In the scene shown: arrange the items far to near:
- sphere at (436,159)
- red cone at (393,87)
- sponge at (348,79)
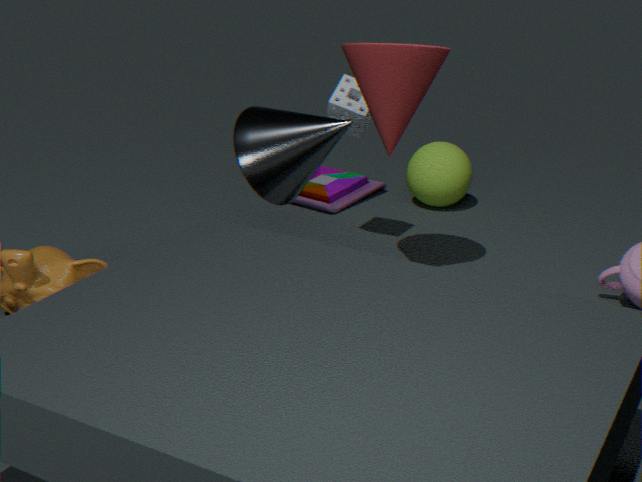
1. sphere at (436,159)
2. sponge at (348,79)
3. red cone at (393,87)
